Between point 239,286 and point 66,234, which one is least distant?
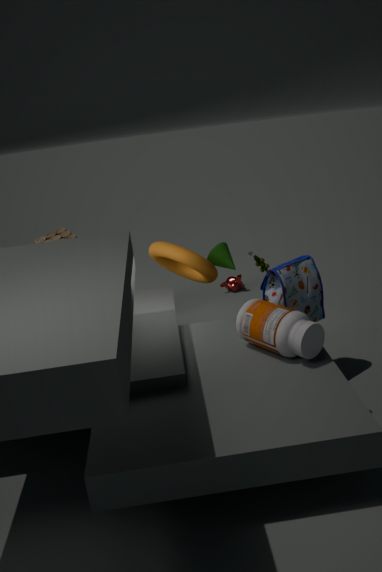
point 66,234
